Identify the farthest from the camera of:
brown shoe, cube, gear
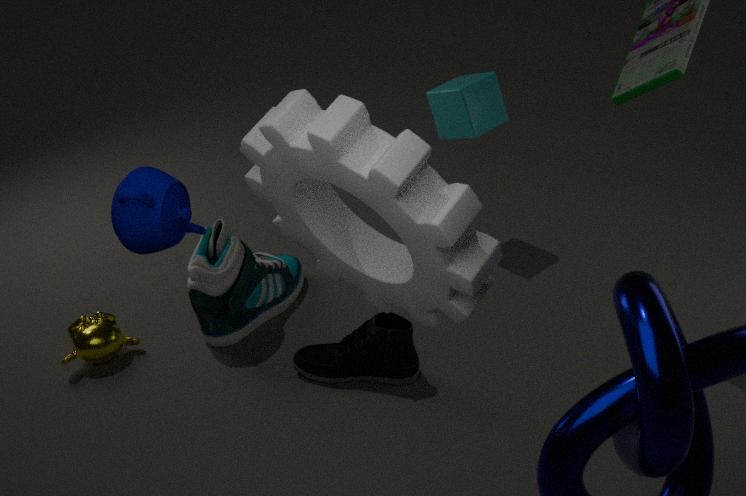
cube
